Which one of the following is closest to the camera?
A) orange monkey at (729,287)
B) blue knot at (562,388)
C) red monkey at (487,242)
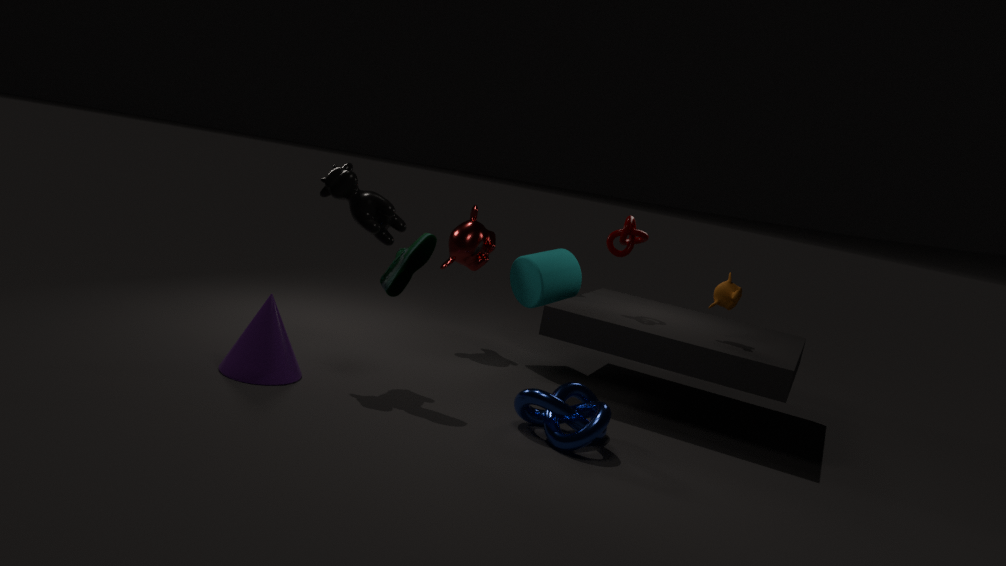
blue knot at (562,388)
